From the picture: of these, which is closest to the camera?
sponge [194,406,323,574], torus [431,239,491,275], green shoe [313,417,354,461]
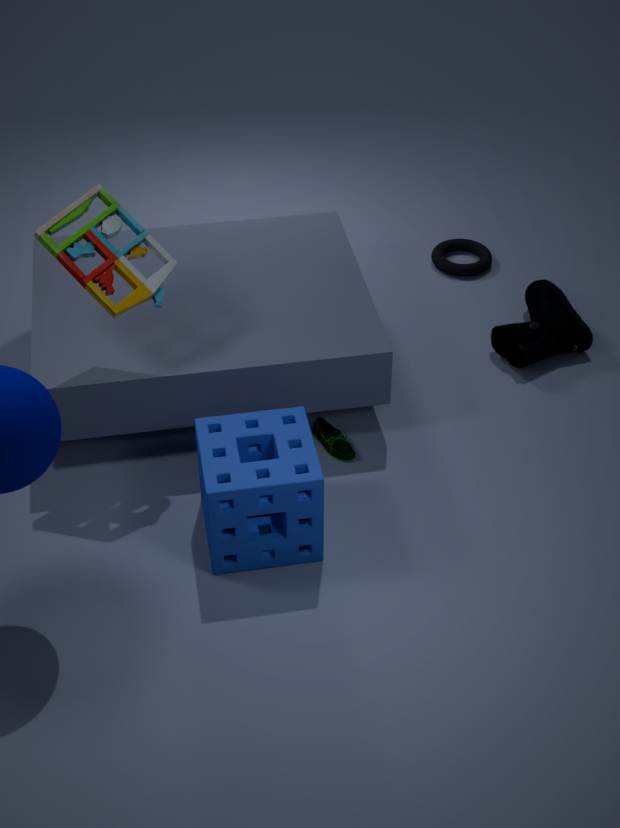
sponge [194,406,323,574]
